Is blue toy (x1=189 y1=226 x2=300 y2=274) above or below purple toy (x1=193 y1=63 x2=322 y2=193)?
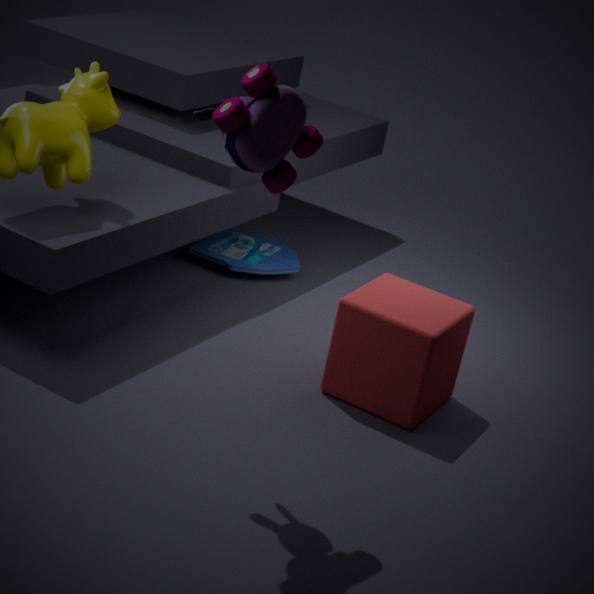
below
